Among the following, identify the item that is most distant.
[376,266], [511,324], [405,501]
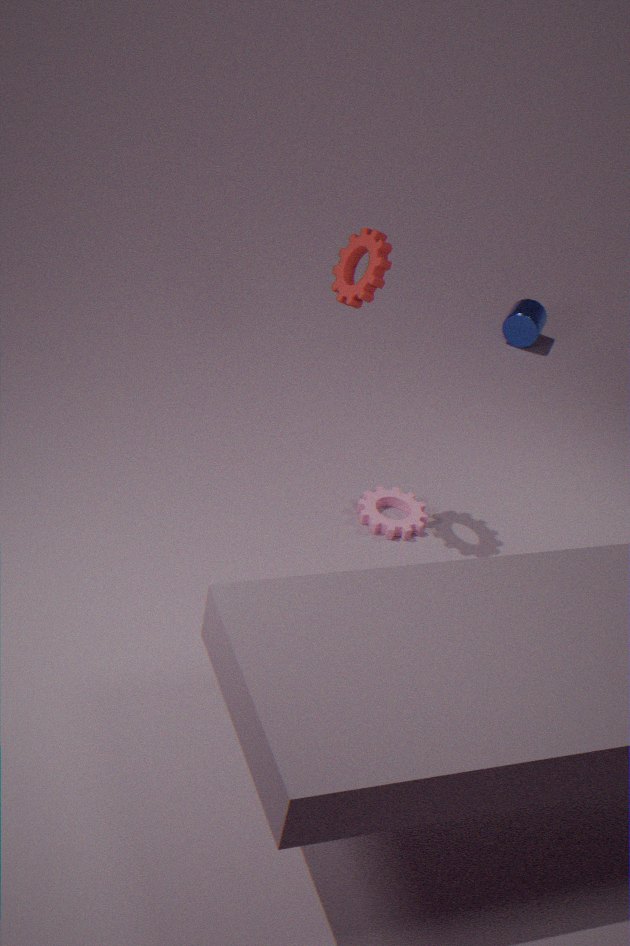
[511,324]
